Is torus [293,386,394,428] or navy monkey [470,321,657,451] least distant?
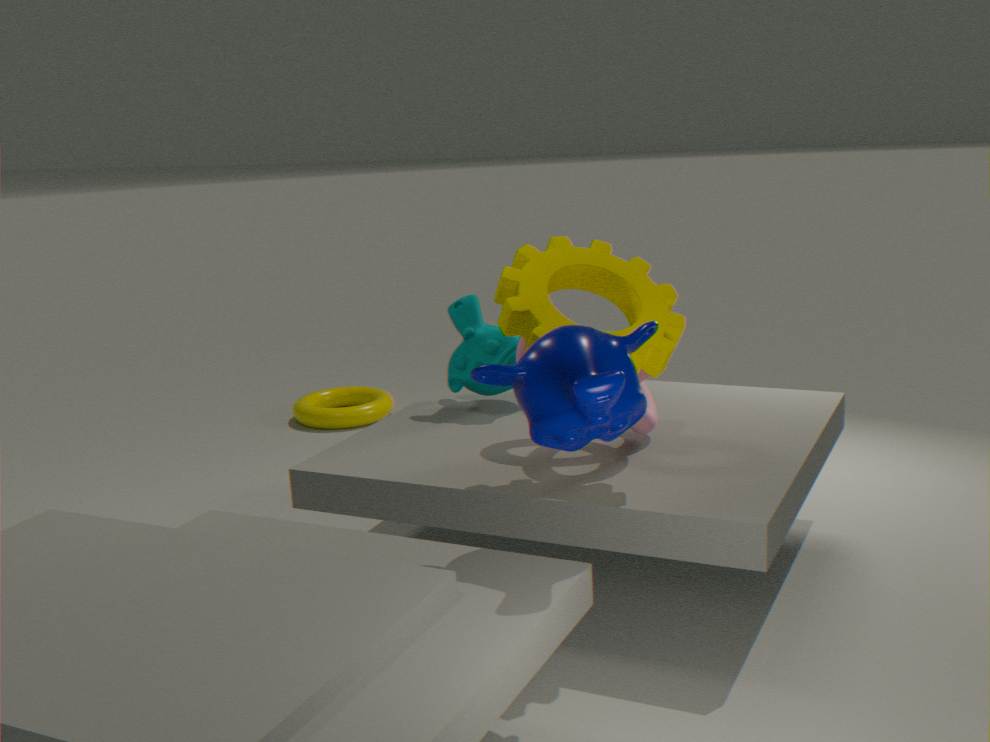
navy monkey [470,321,657,451]
